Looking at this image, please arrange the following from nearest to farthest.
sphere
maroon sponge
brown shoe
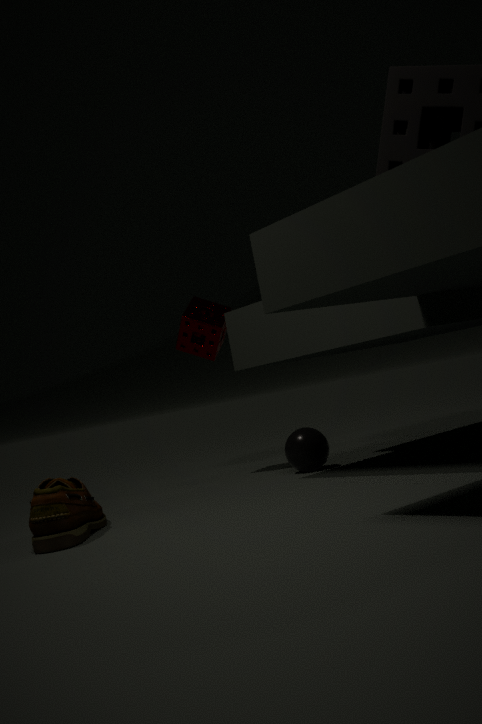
brown shoe < sphere < maroon sponge
